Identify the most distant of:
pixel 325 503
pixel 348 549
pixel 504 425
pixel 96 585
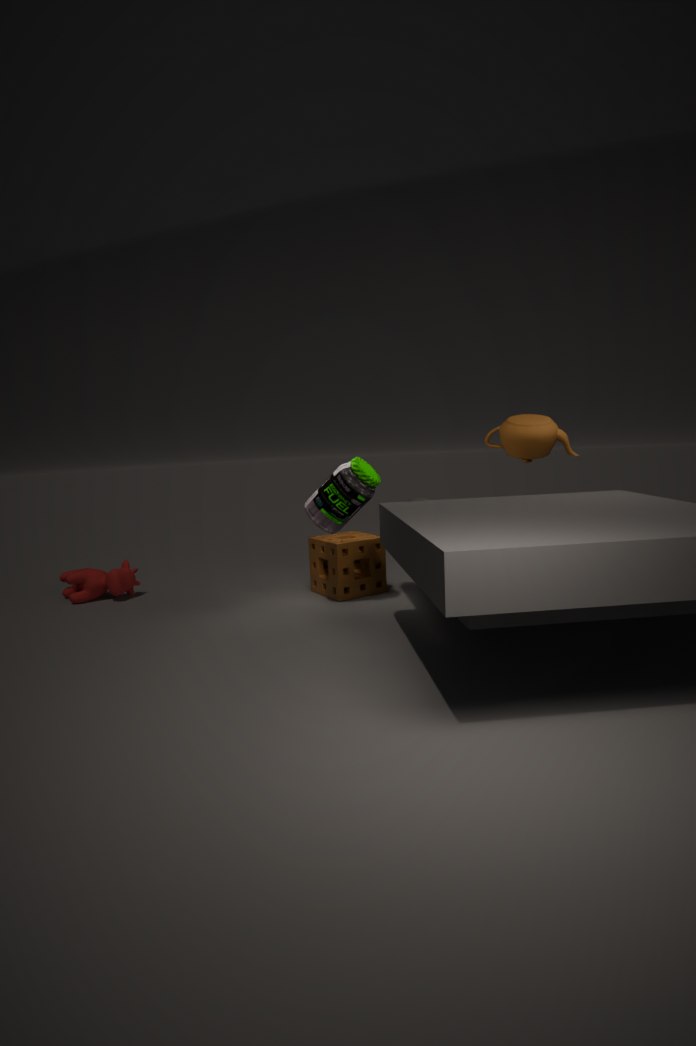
pixel 96 585
